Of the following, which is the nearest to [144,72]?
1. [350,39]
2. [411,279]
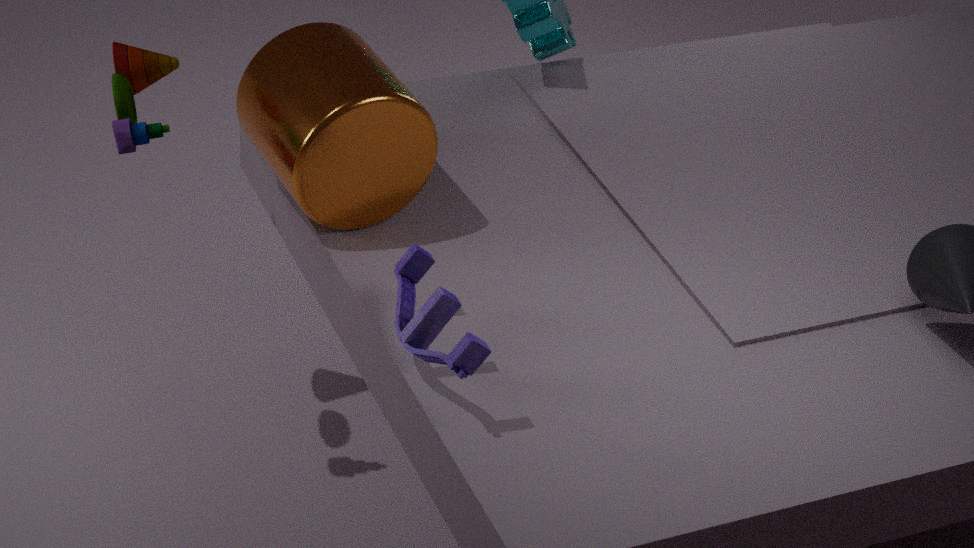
[350,39]
